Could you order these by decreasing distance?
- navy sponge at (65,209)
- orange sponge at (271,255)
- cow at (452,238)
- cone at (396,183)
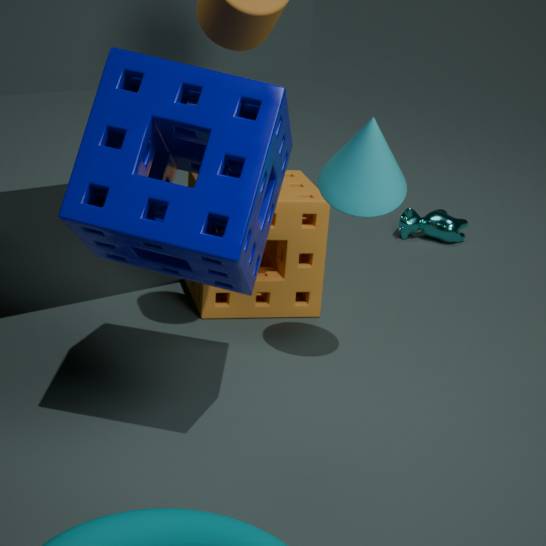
cow at (452,238) < orange sponge at (271,255) < cone at (396,183) < navy sponge at (65,209)
